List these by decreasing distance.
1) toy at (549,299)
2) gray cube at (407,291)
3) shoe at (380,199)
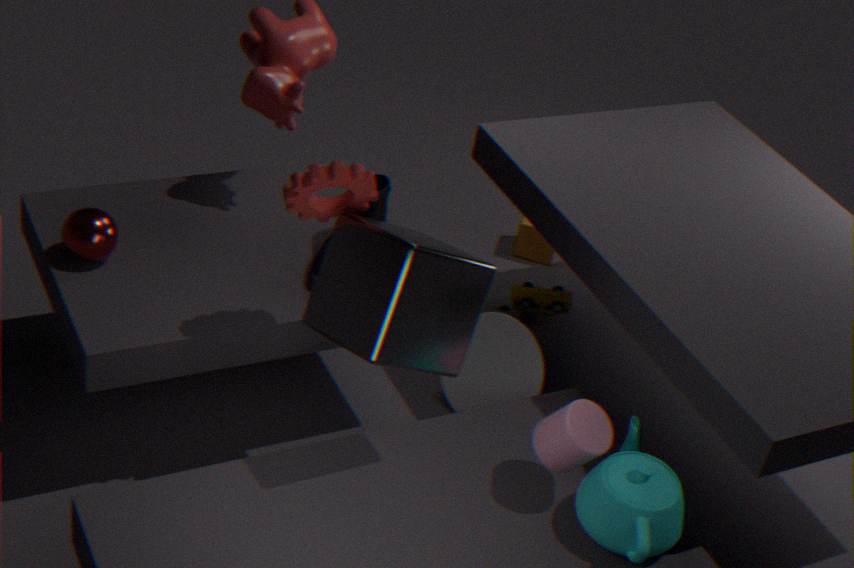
1. toy at (549,299)
3. shoe at (380,199)
2. gray cube at (407,291)
